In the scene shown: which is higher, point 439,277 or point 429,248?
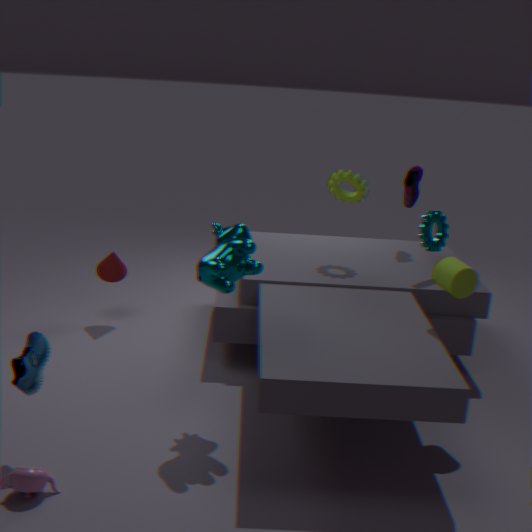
point 429,248
